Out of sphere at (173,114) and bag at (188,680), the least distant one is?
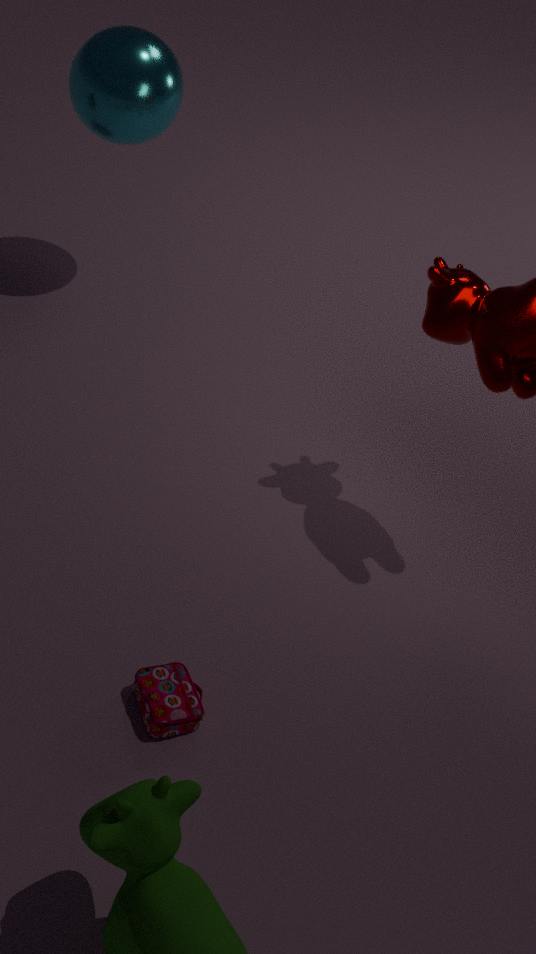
bag at (188,680)
